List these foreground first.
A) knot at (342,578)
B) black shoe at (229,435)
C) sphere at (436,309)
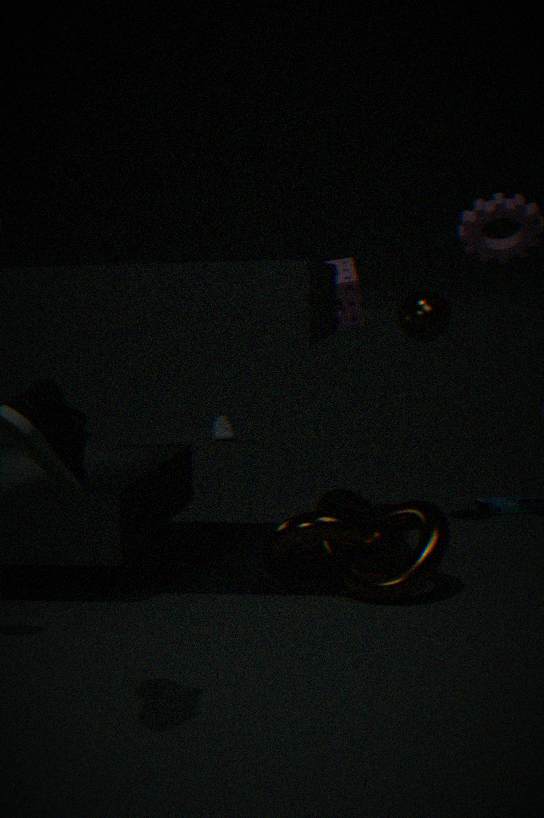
knot at (342,578) < sphere at (436,309) < black shoe at (229,435)
